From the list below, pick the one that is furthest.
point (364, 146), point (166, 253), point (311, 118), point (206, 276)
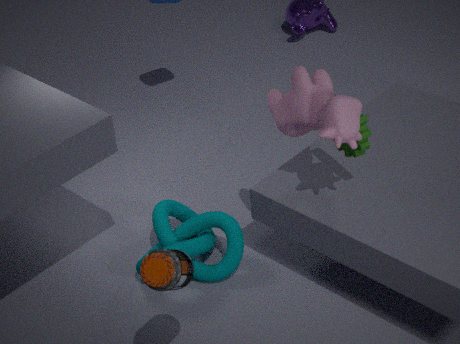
point (206, 276)
